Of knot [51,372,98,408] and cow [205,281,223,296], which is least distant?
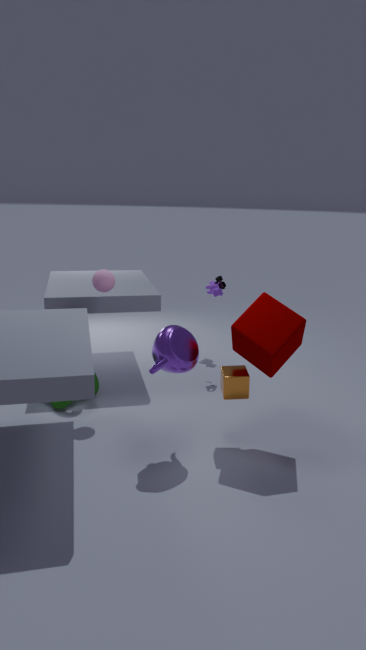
knot [51,372,98,408]
